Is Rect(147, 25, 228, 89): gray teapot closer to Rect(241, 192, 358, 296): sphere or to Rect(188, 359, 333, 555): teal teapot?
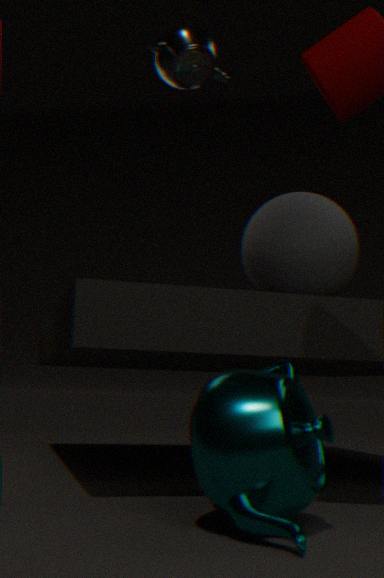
Rect(241, 192, 358, 296): sphere
